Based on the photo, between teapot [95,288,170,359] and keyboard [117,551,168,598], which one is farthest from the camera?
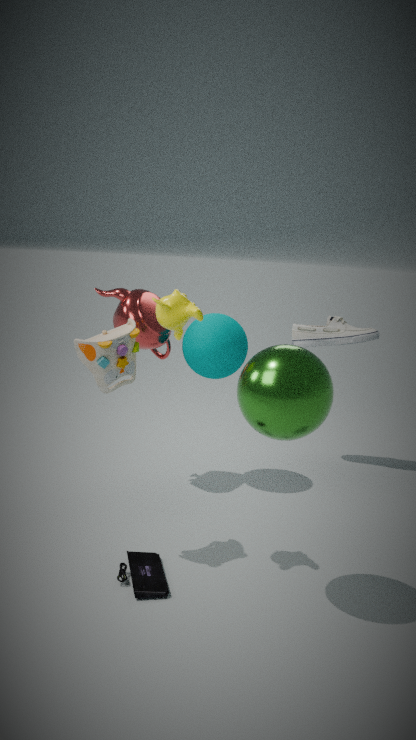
teapot [95,288,170,359]
